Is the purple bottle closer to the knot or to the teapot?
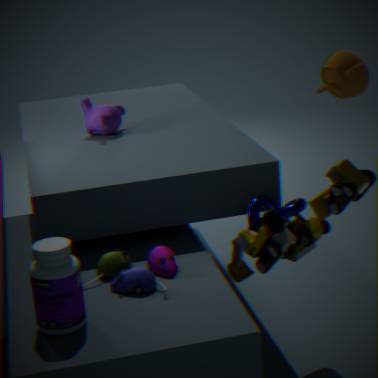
the knot
